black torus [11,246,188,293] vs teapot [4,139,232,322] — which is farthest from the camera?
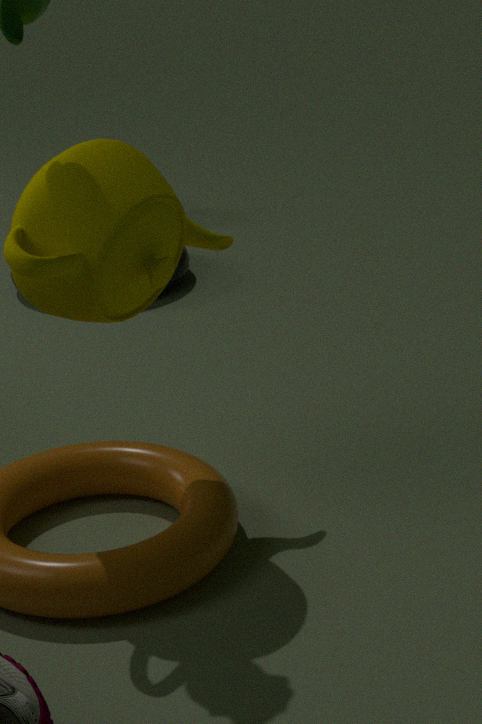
black torus [11,246,188,293]
